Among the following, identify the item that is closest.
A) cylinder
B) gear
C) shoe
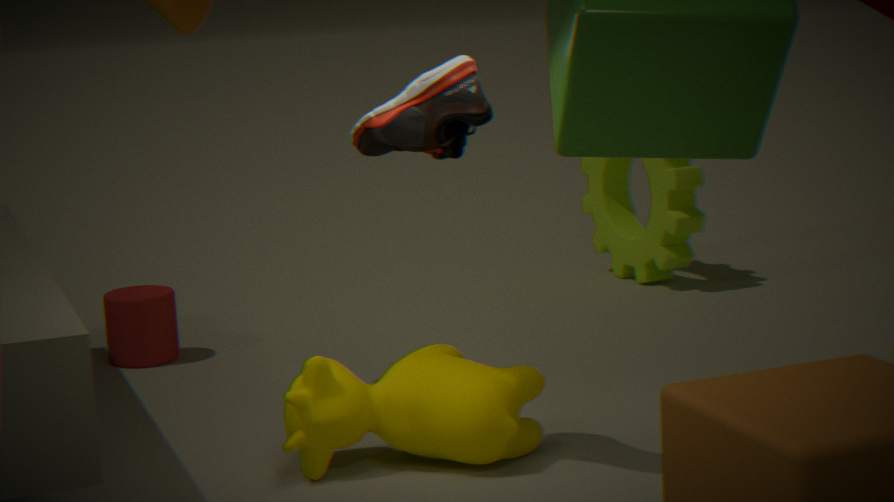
shoe
